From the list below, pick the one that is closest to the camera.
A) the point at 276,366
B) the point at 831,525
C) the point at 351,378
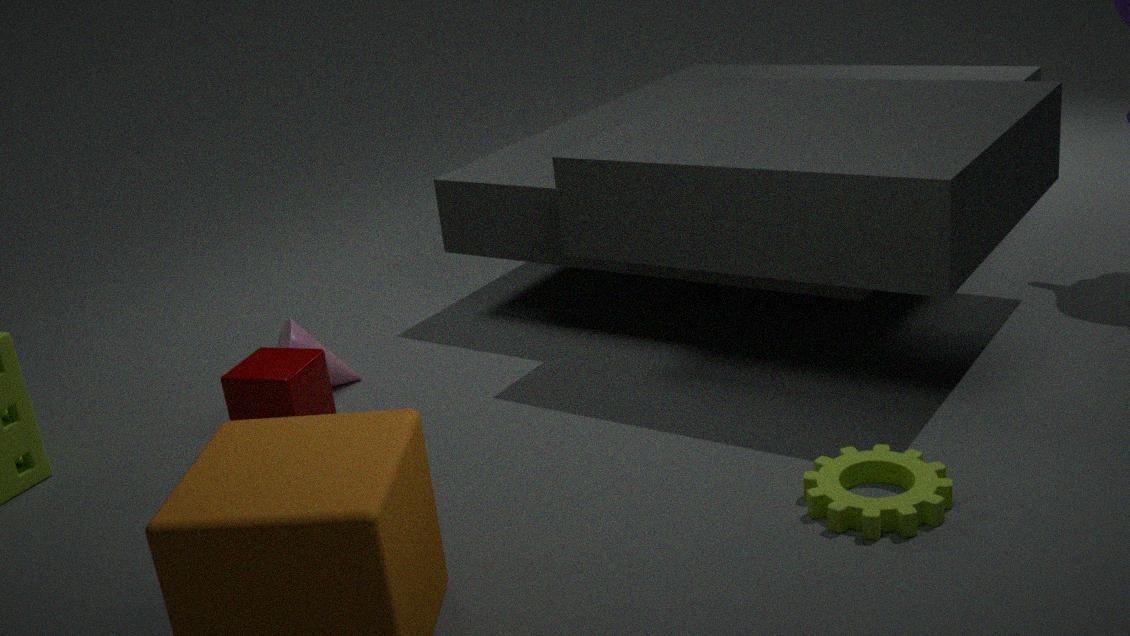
the point at 831,525
